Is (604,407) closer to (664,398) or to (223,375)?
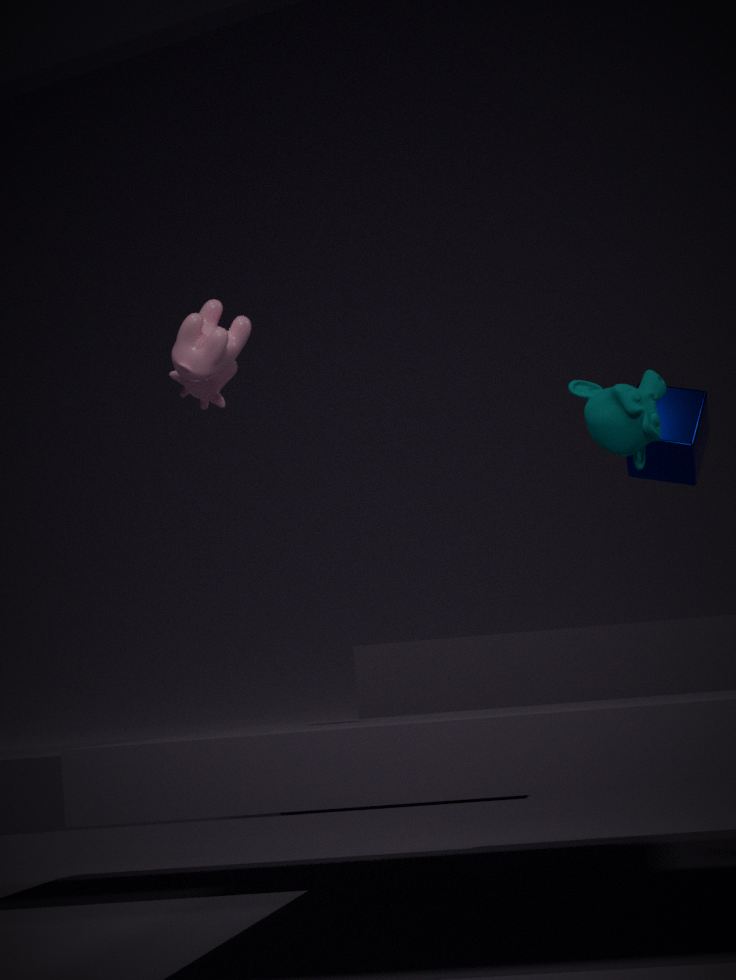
(664,398)
